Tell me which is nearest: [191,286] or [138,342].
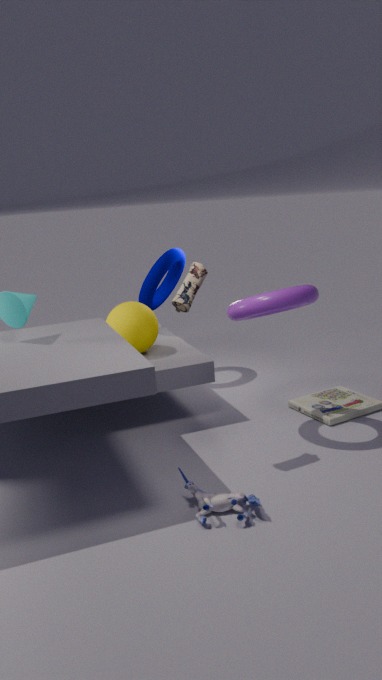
[191,286]
